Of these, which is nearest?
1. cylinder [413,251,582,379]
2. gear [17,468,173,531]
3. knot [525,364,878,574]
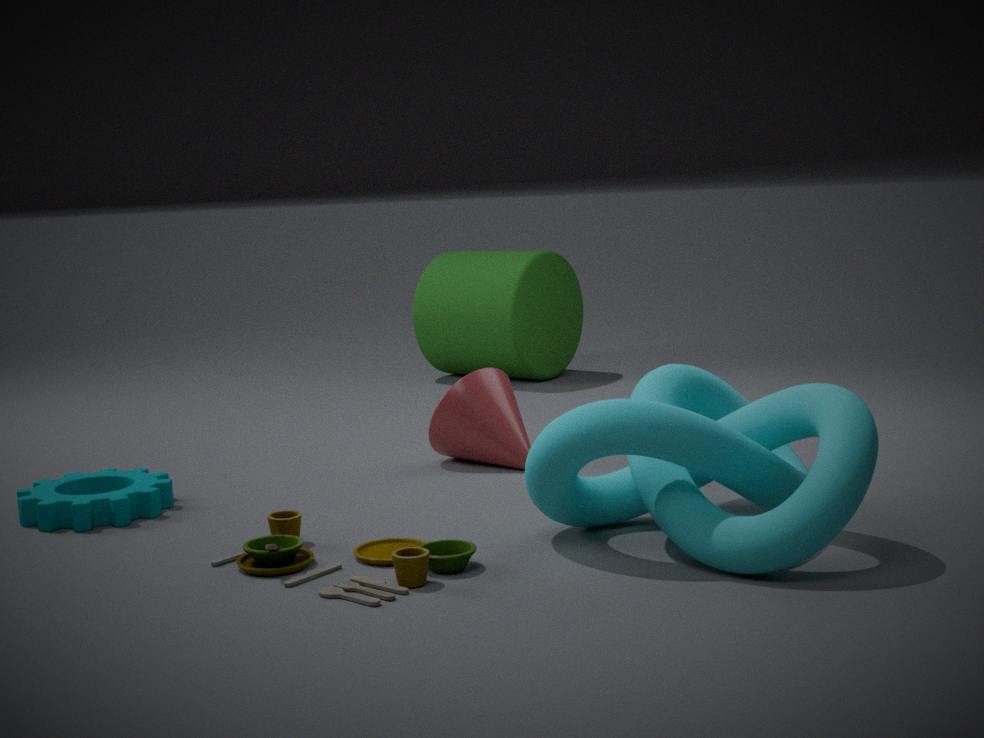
knot [525,364,878,574]
